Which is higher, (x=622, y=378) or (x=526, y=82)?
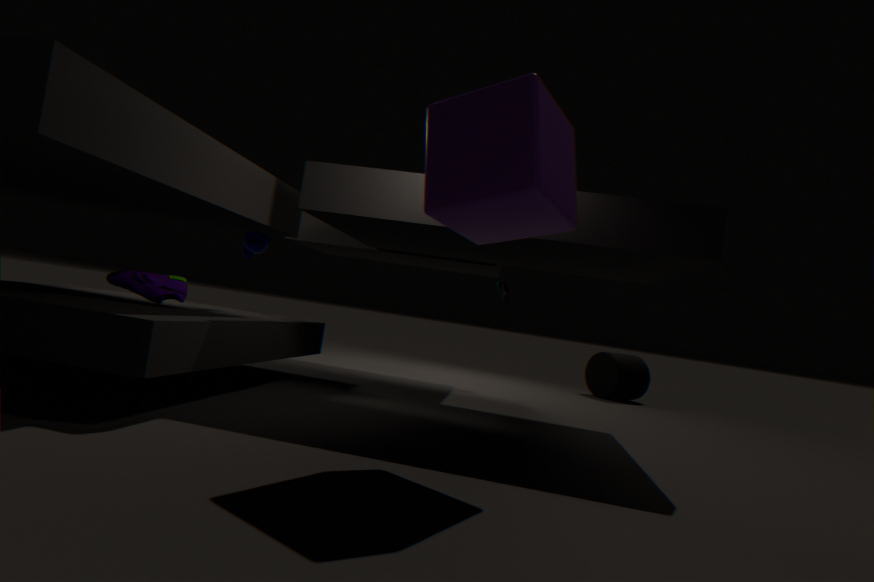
(x=526, y=82)
